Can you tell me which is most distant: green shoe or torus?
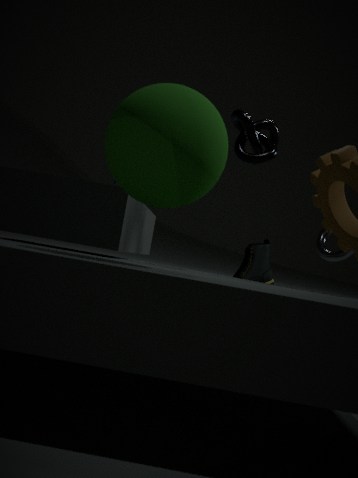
green shoe
